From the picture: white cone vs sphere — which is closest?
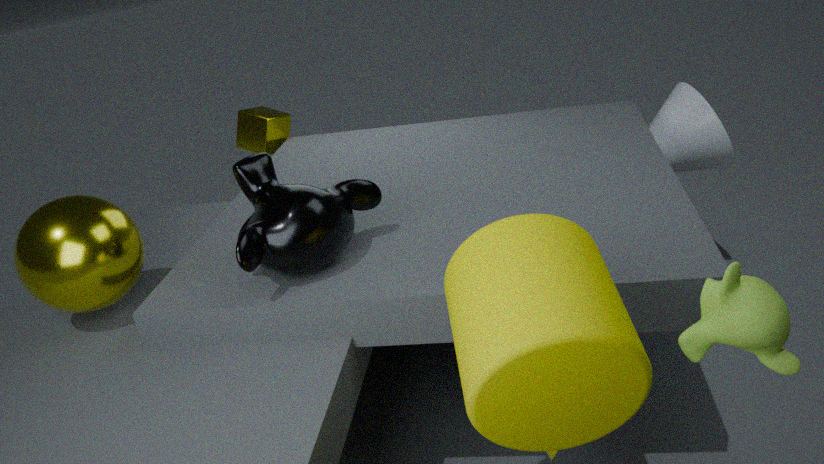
sphere
